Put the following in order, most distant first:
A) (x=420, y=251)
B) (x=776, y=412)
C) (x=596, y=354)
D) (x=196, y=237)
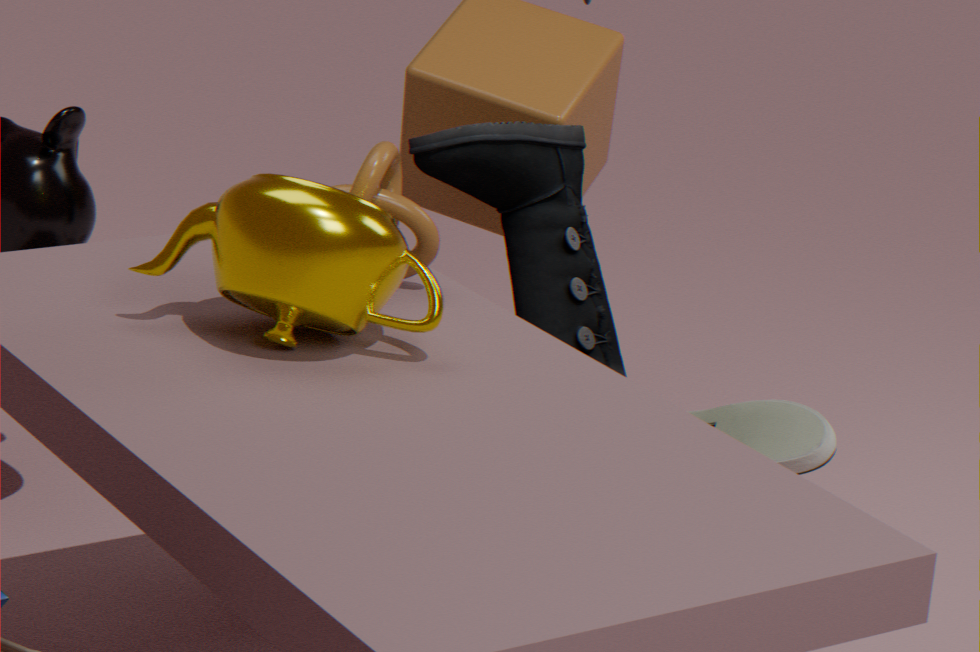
(x=596, y=354) < (x=776, y=412) < (x=420, y=251) < (x=196, y=237)
